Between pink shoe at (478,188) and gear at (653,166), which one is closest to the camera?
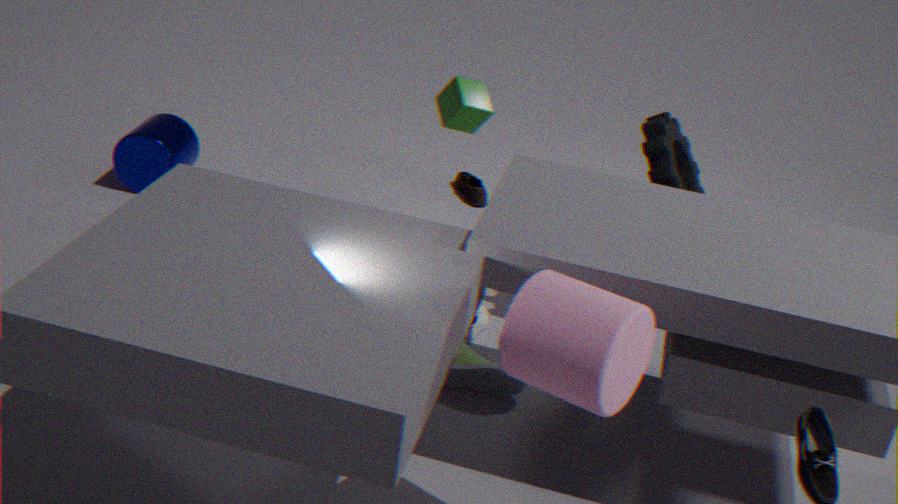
gear at (653,166)
